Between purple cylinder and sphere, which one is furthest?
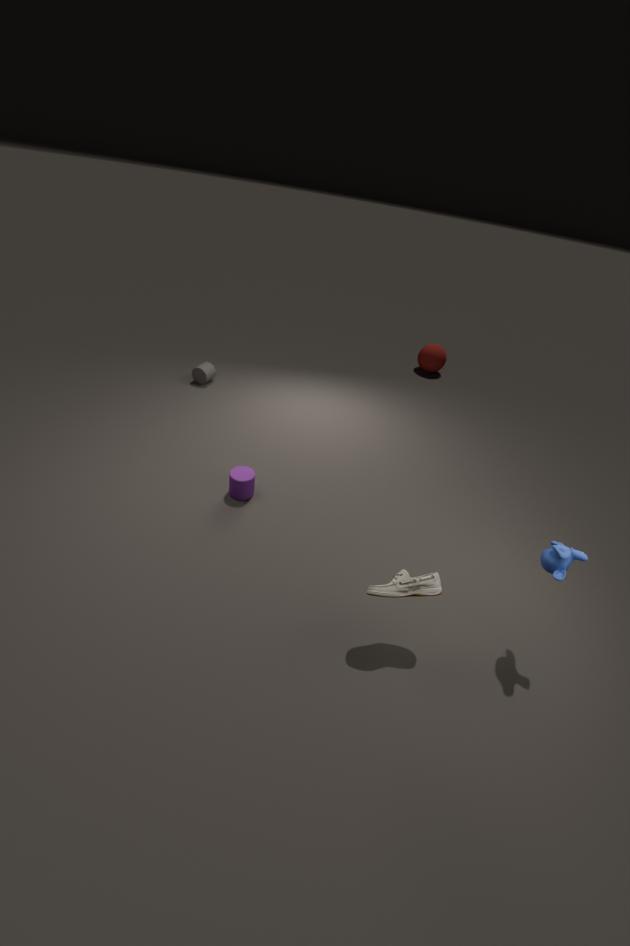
sphere
